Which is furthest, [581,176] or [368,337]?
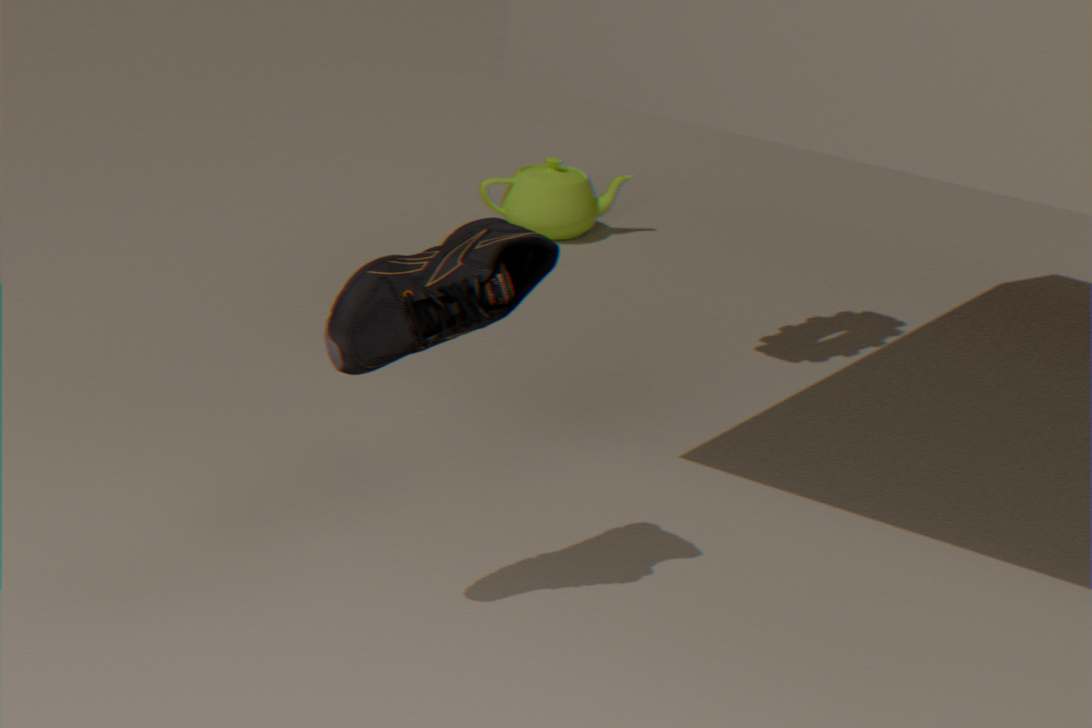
[581,176]
